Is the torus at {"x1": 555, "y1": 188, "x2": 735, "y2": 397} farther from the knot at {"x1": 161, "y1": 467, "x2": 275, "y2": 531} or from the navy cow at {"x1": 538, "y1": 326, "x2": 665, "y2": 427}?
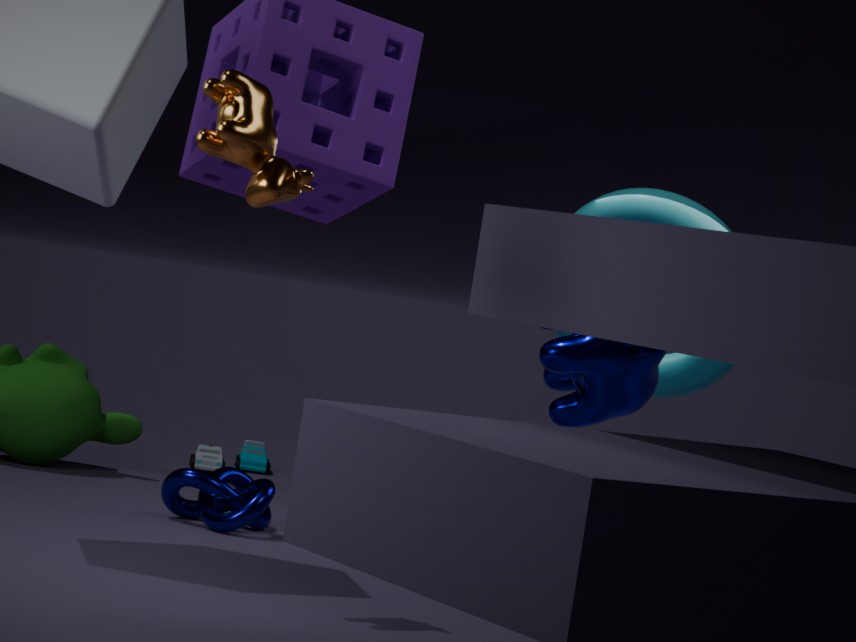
the knot at {"x1": 161, "y1": 467, "x2": 275, "y2": 531}
